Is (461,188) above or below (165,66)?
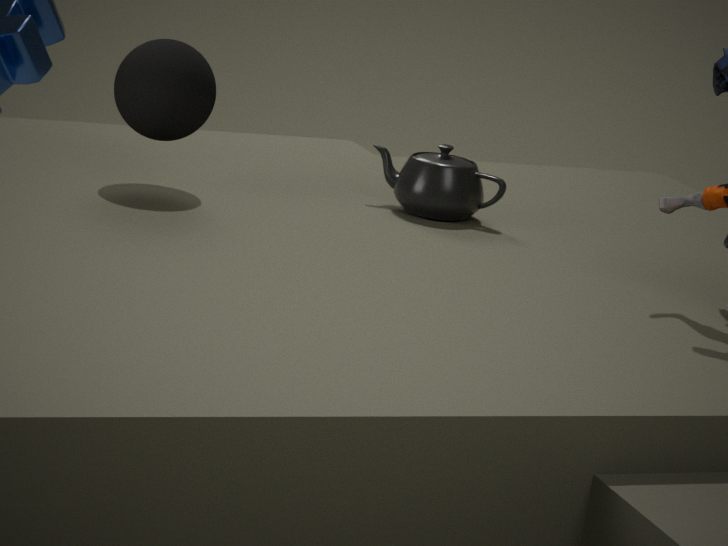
below
